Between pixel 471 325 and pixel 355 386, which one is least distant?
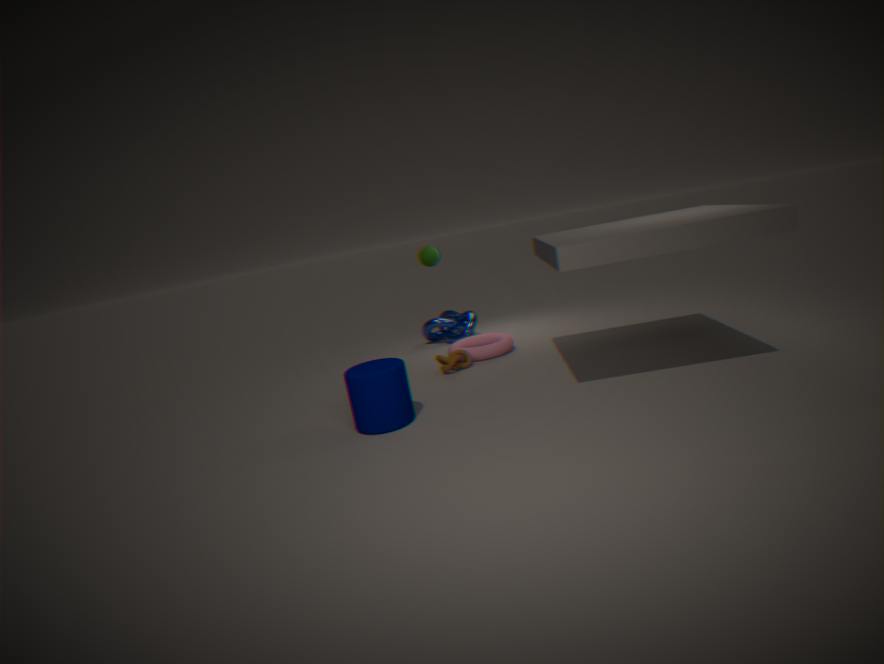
pixel 355 386
